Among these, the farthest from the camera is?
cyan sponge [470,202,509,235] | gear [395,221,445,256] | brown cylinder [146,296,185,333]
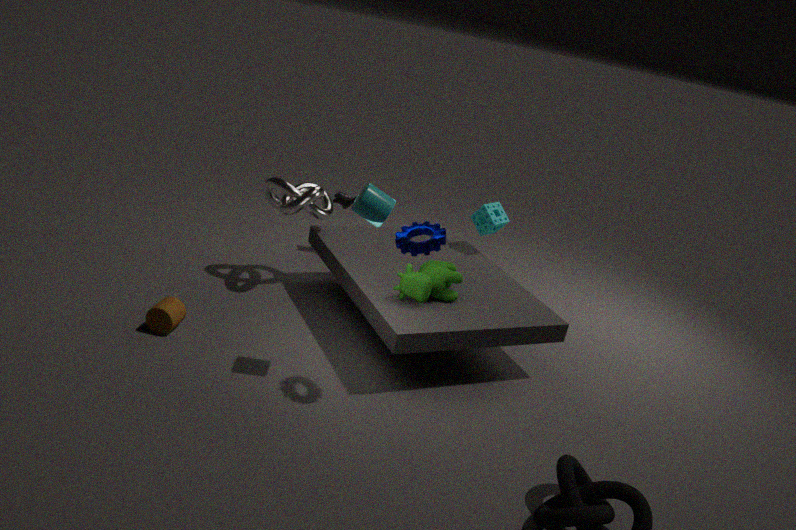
cyan sponge [470,202,509,235]
